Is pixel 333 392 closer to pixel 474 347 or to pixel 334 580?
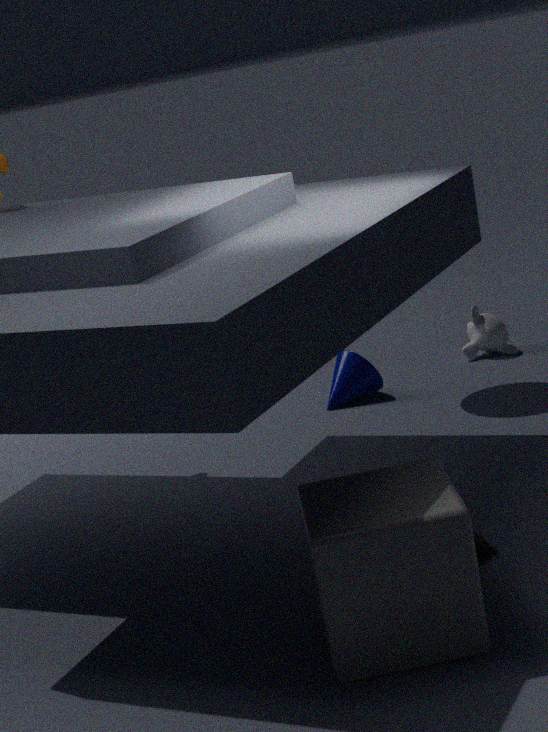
pixel 474 347
